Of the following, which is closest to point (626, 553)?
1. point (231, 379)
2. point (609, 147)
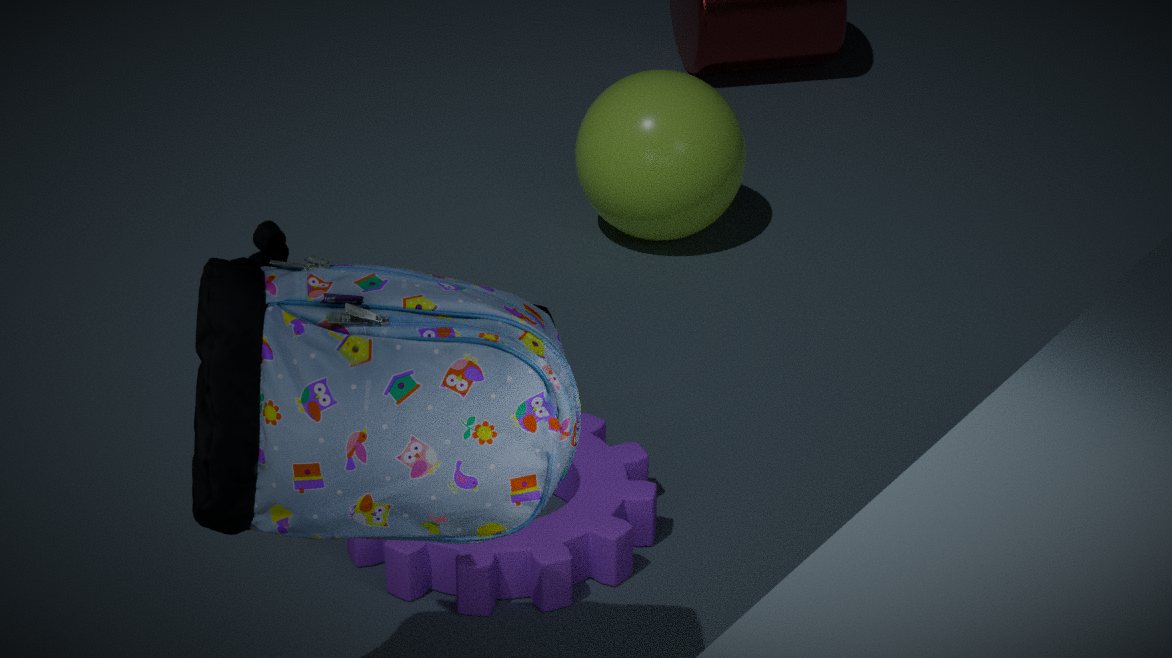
point (231, 379)
